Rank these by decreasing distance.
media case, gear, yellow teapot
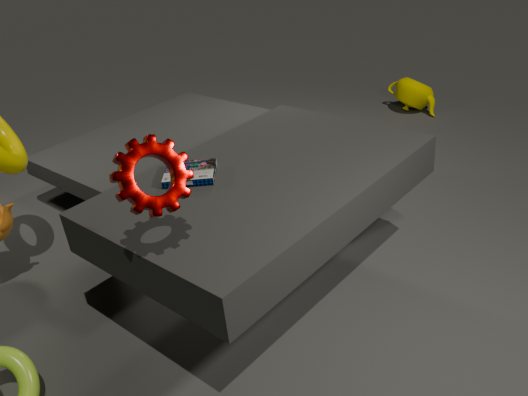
yellow teapot
media case
gear
